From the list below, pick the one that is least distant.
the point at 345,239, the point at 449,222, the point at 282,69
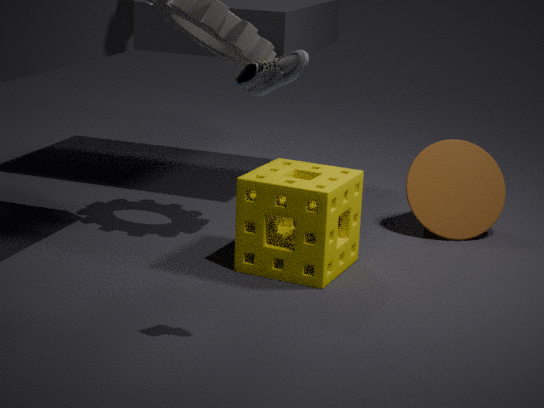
the point at 282,69
